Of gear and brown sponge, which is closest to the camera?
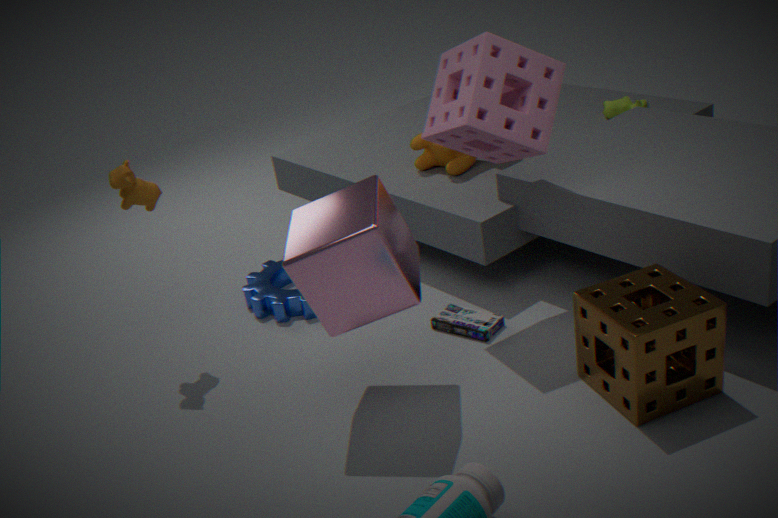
brown sponge
